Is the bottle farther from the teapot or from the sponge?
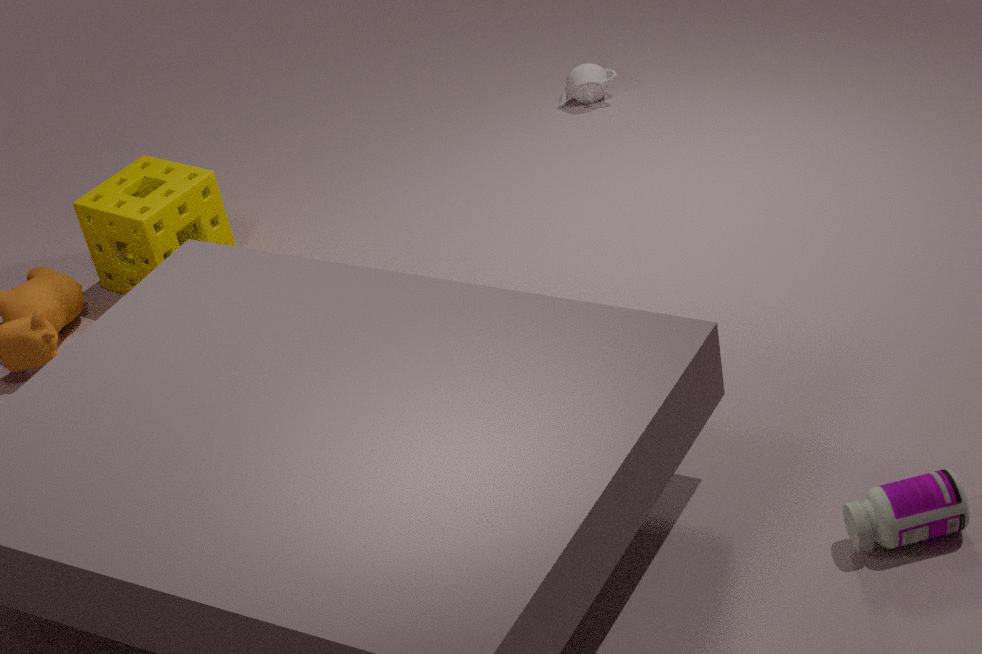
the teapot
